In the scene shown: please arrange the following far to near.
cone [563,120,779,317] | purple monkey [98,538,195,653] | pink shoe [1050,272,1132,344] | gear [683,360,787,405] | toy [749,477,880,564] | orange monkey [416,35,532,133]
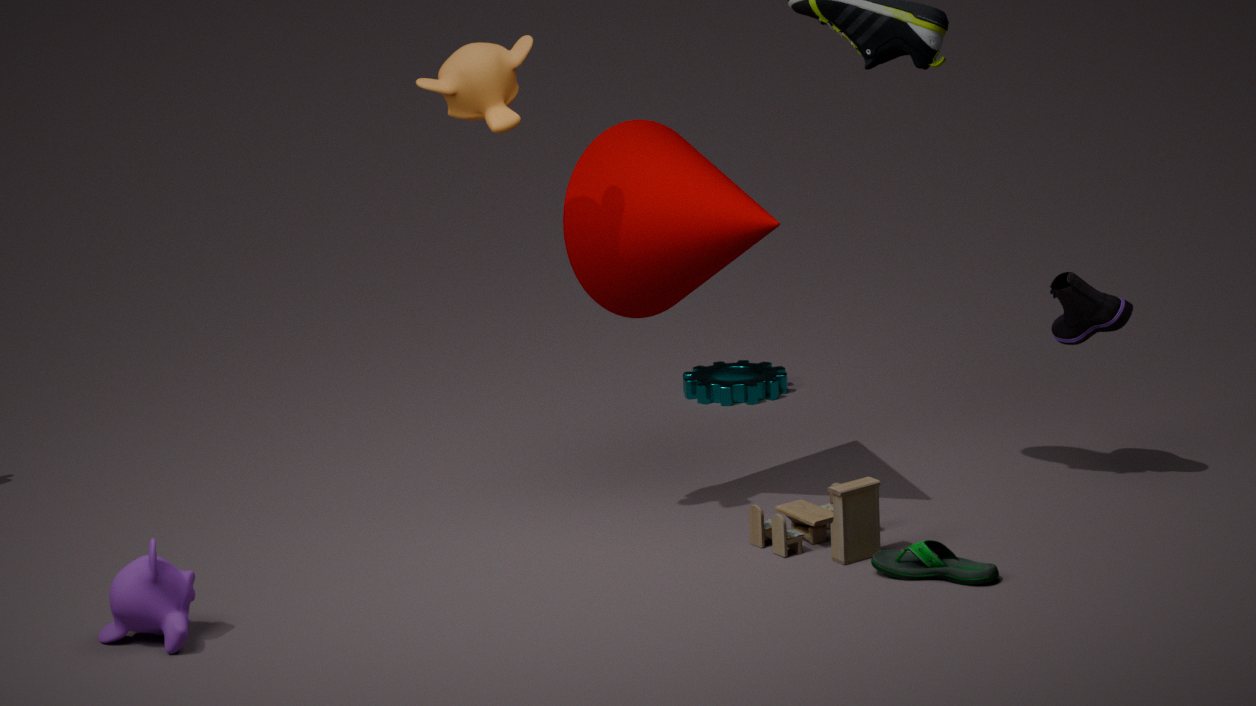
gear [683,360,787,405] → pink shoe [1050,272,1132,344] → cone [563,120,779,317] → toy [749,477,880,564] → orange monkey [416,35,532,133] → purple monkey [98,538,195,653]
